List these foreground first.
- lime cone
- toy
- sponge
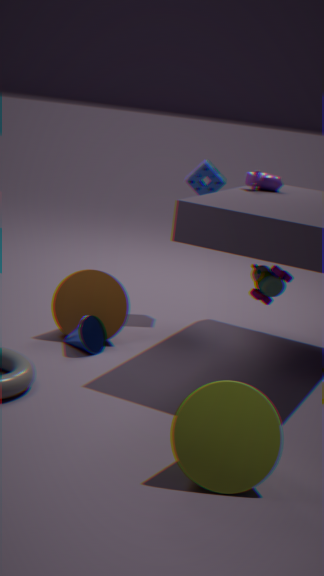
1. lime cone
2. toy
3. sponge
